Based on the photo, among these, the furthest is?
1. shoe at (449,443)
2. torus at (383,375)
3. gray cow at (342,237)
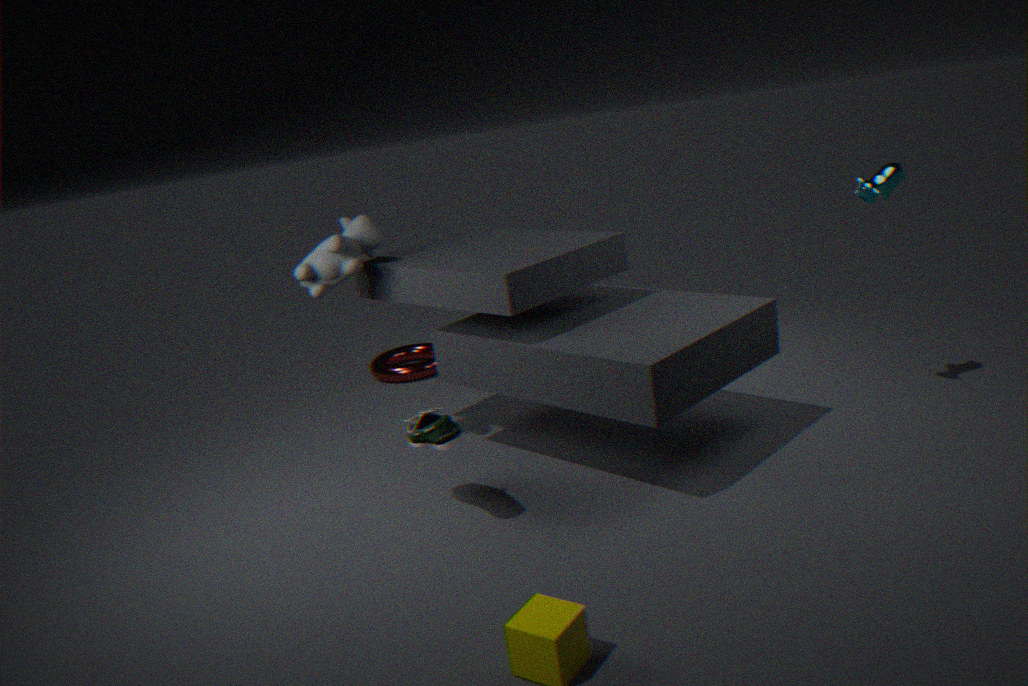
torus at (383,375)
